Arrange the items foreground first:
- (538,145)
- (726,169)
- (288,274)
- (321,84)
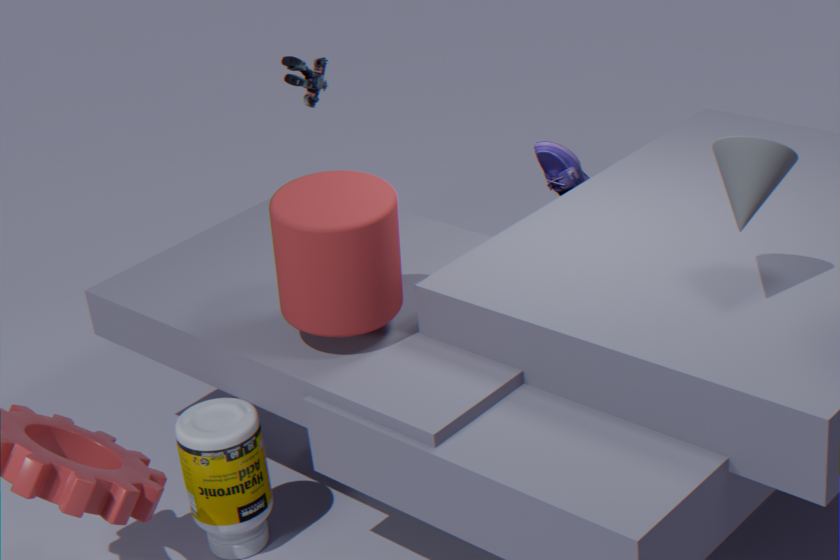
(726,169) < (288,274) < (538,145) < (321,84)
